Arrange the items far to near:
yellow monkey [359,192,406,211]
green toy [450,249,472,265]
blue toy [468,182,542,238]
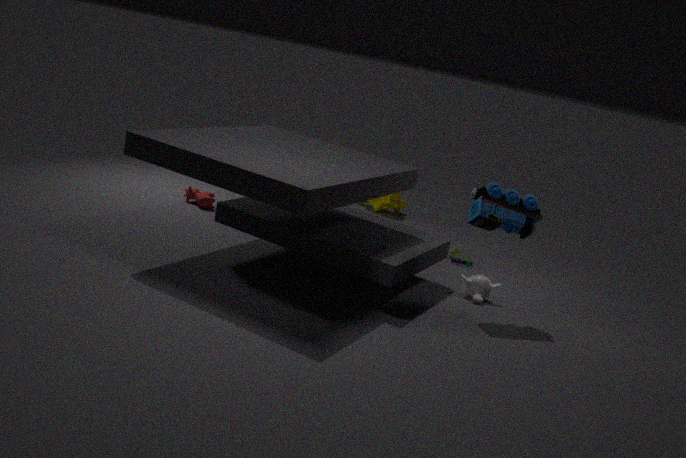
yellow monkey [359,192,406,211] → green toy [450,249,472,265] → blue toy [468,182,542,238]
